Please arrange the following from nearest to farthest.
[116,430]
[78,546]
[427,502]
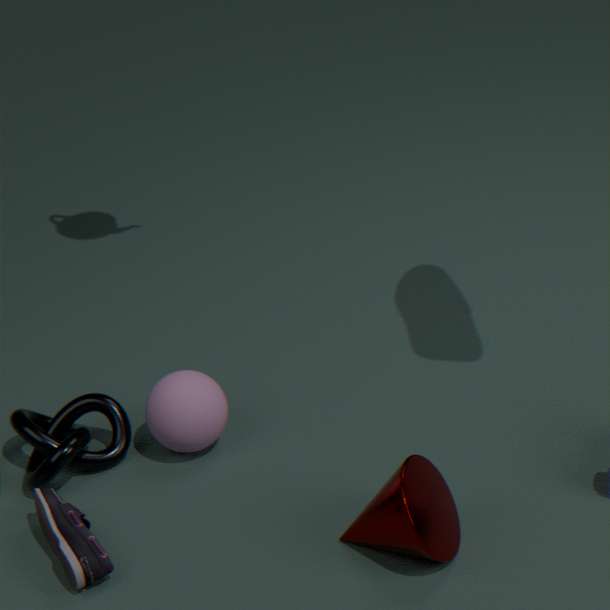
[427,502], [78,546], [116,430]
